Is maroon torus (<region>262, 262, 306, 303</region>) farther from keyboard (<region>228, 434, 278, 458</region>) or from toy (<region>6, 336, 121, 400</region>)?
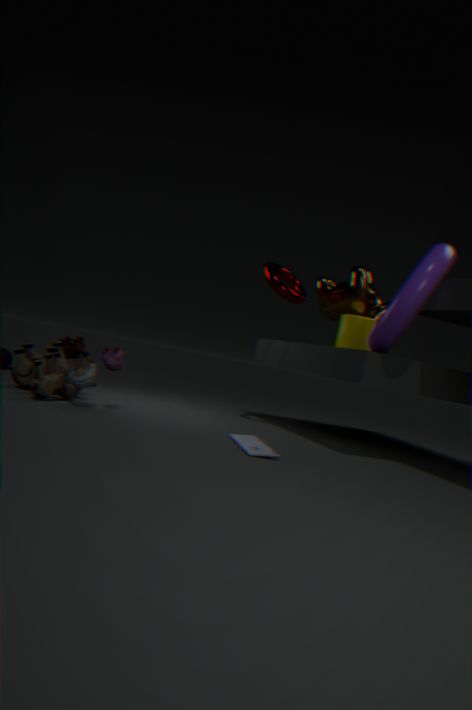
toy (<region>6, 336, 121, 400</region>)
